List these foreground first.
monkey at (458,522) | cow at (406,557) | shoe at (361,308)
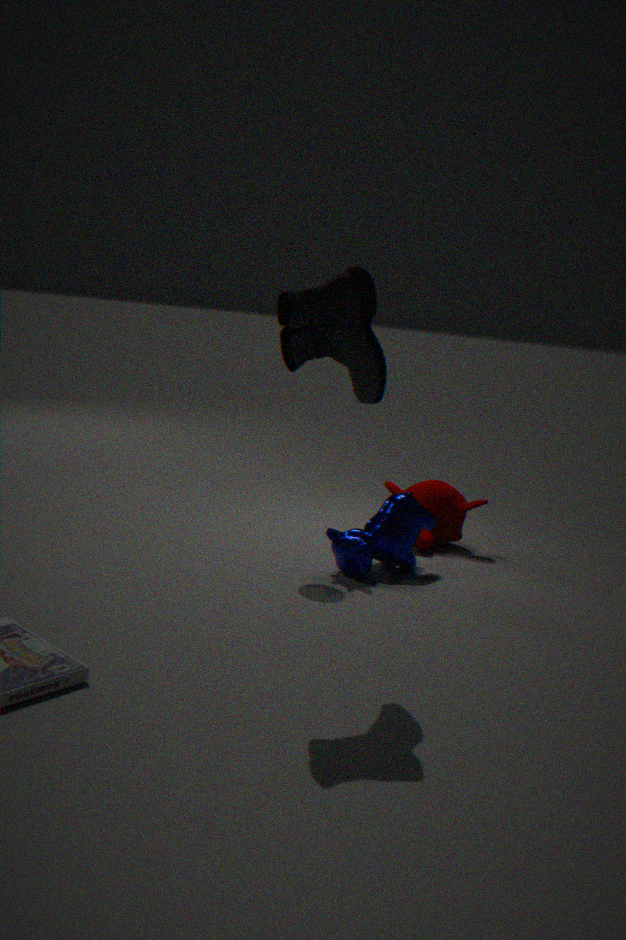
shoe at (361,308), cow at (406,557), monkey at (458,522)
